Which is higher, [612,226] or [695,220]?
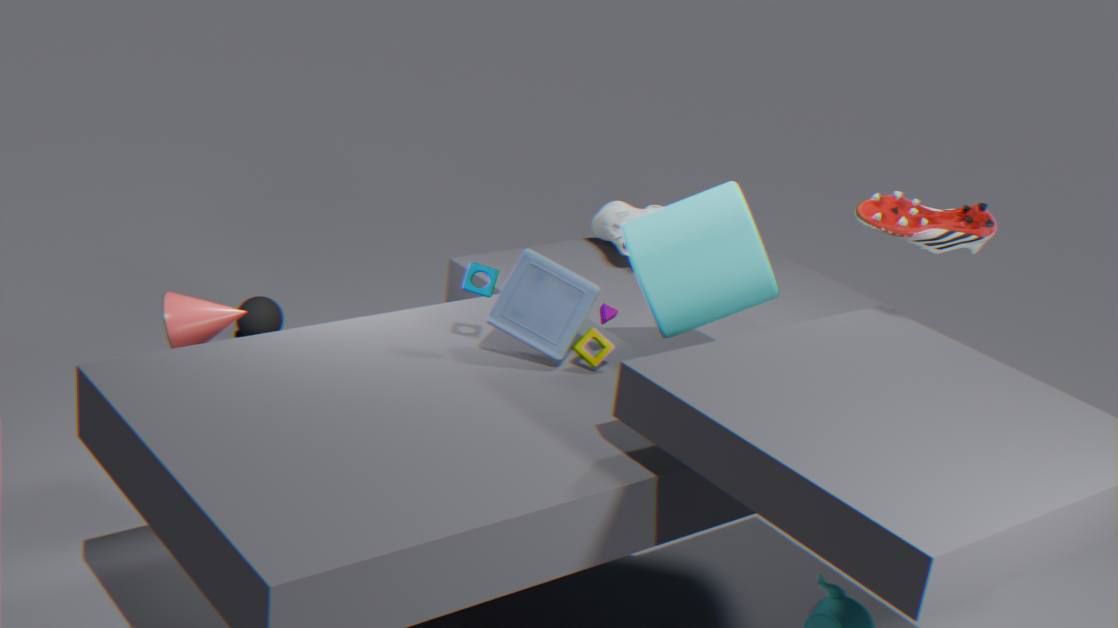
[695,220]
